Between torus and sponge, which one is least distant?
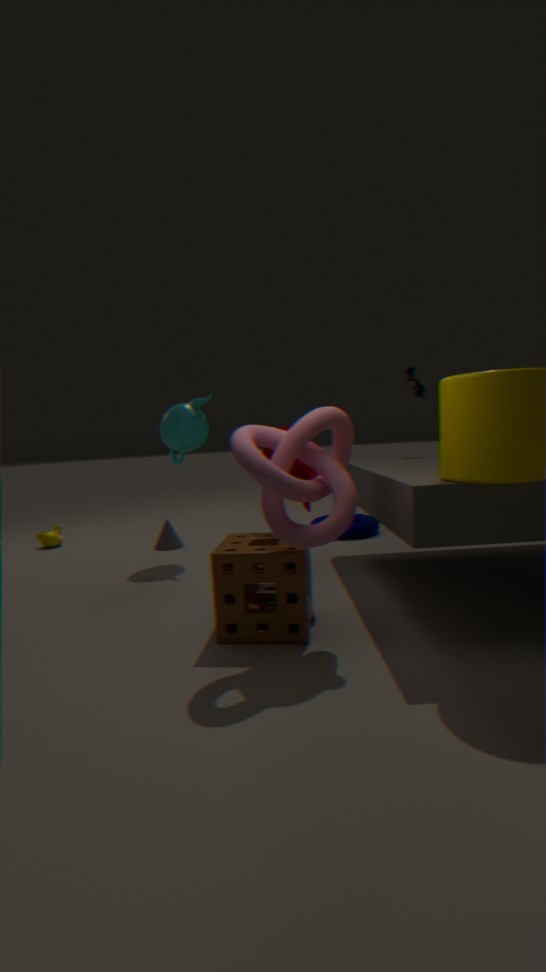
sponge
